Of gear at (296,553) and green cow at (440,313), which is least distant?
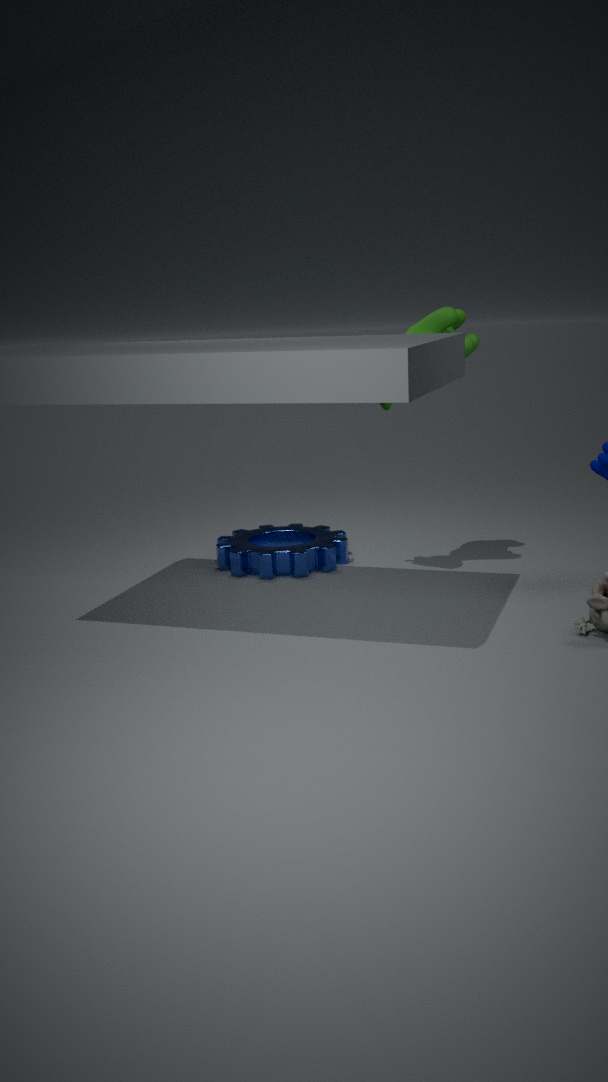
green cow at (440,313)
